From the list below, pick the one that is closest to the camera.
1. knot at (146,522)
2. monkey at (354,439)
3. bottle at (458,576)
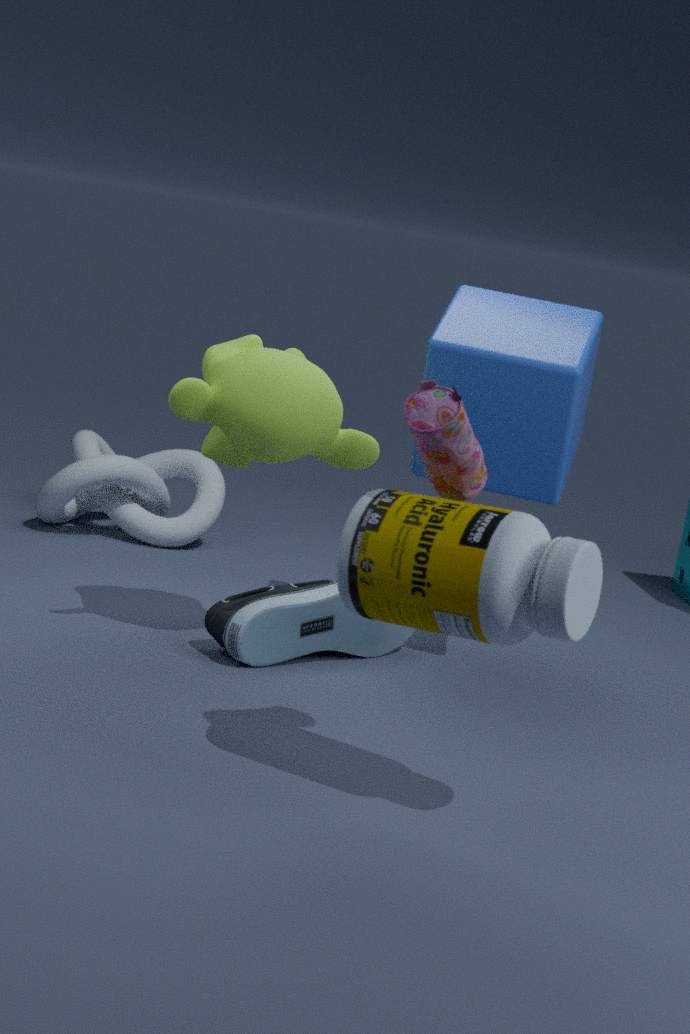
bottle at (458,576)
